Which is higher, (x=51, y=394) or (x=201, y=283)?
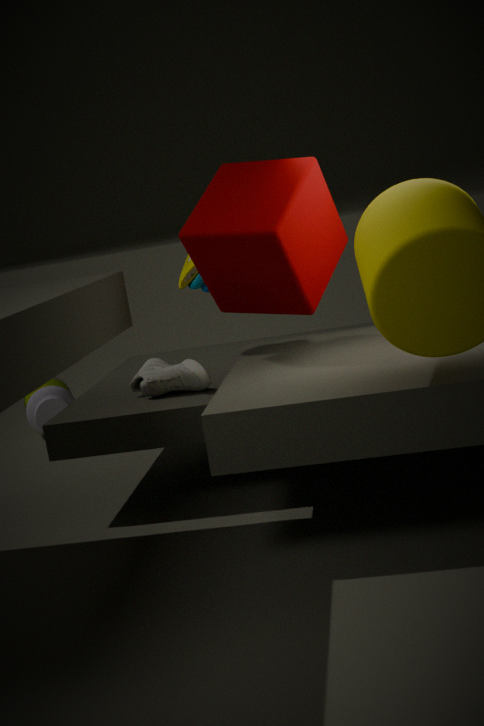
(x=201, y=283)
